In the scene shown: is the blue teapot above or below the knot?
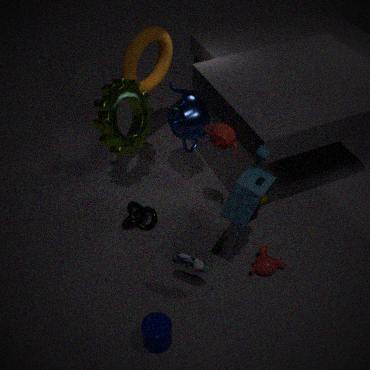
above
